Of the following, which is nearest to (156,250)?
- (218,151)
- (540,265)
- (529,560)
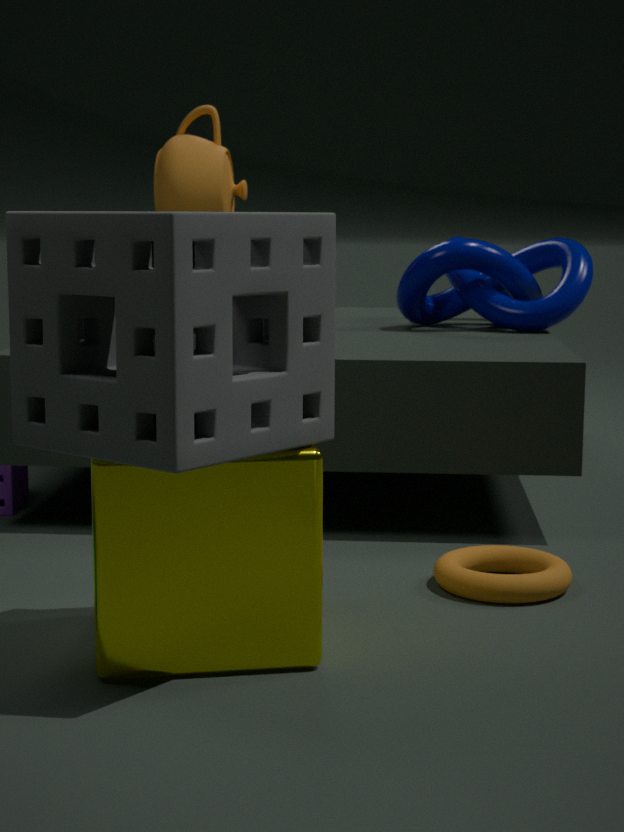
(529,560)
